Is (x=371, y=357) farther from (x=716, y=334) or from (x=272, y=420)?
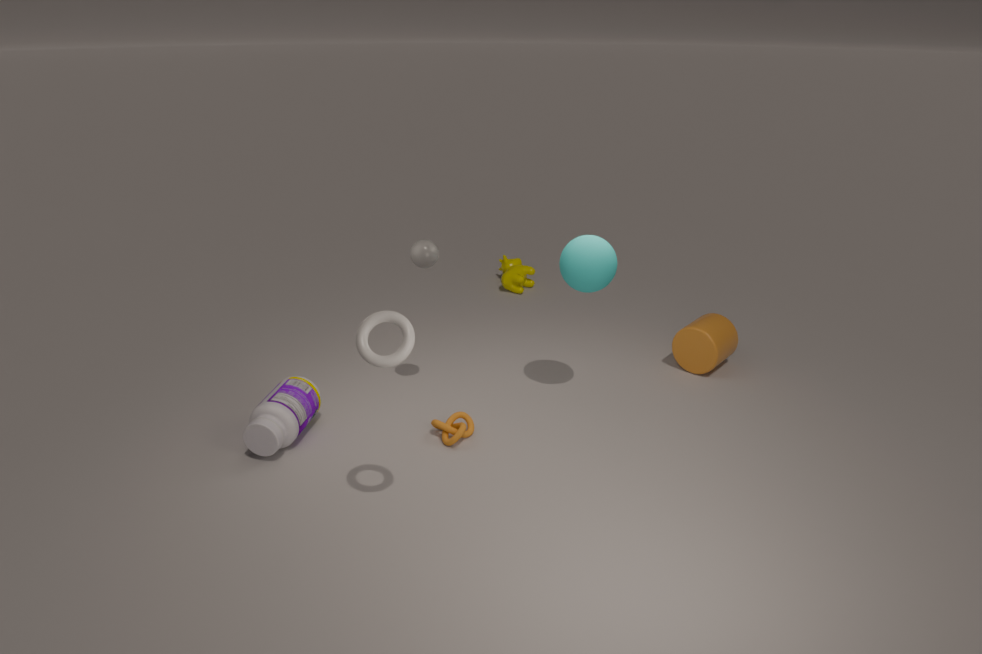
(x=716, y=334)
